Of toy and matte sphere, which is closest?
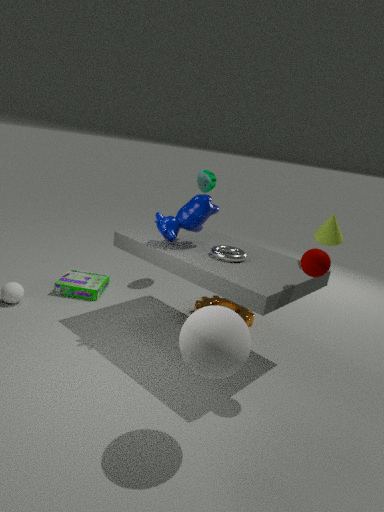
matte sphere
